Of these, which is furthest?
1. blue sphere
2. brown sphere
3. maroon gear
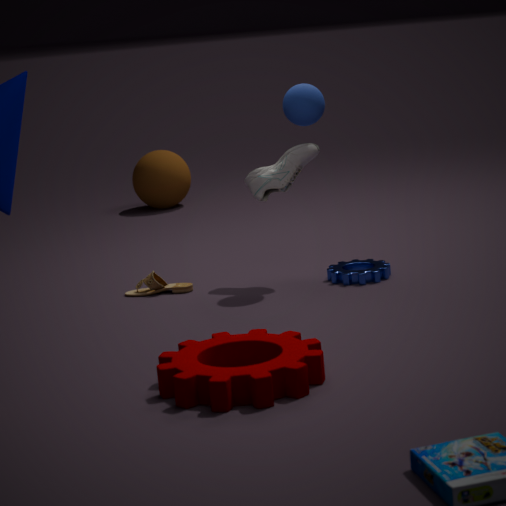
brown sphere
